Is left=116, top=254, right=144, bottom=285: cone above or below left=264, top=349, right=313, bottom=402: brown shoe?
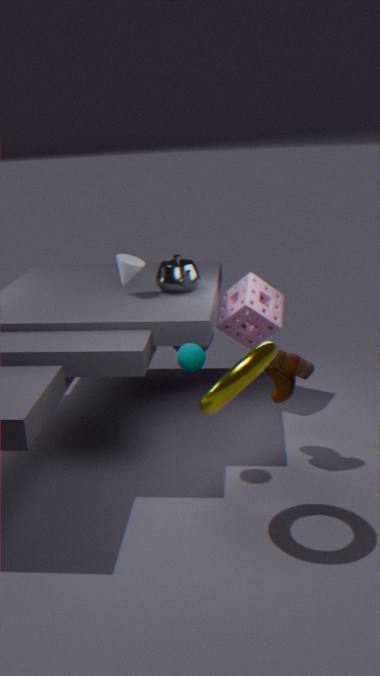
above
